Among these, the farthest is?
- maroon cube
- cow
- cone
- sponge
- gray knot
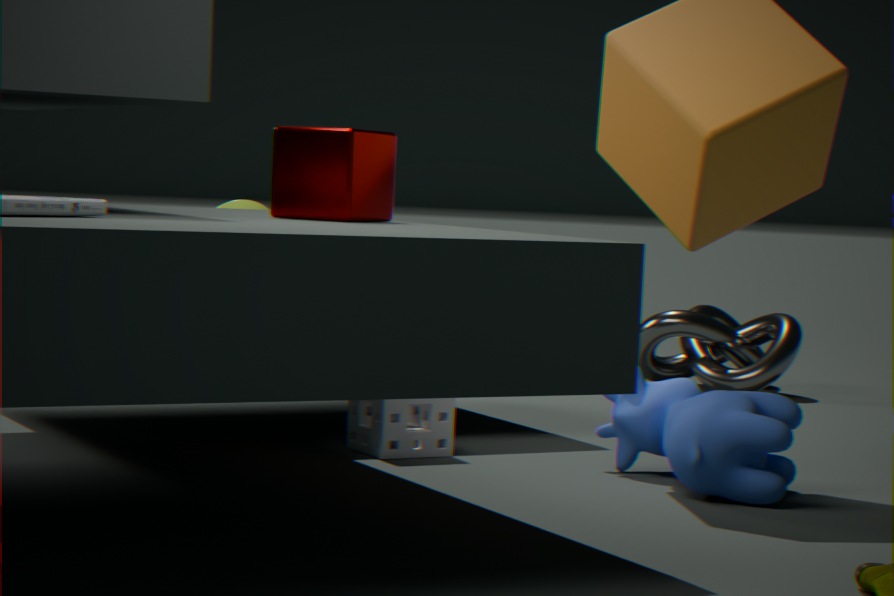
gray knot
